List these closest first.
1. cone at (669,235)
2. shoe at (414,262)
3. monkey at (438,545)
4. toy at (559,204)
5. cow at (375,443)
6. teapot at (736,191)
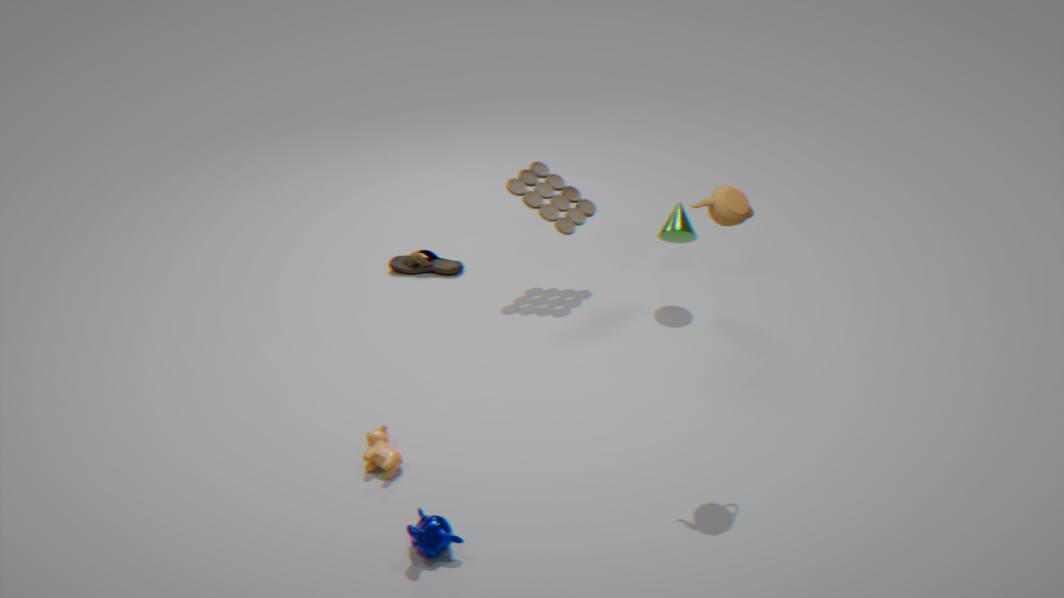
1. monkey at (438,545)
2. teapot at (736,191)
3. cow at (375,443)
4. cone at (669,235)
5. toy at (559,204)
6. shoe at (414,262)
